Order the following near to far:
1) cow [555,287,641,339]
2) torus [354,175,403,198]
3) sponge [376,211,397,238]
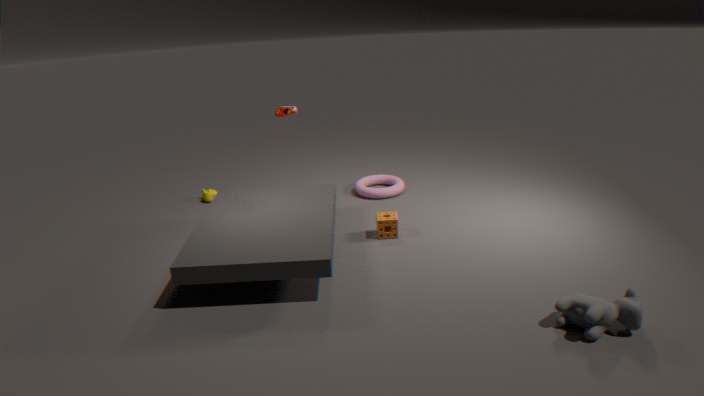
1. cow [555,287,641,339], 3. sponge [376,211,397,238], 2. torus [354,175,403,198]
